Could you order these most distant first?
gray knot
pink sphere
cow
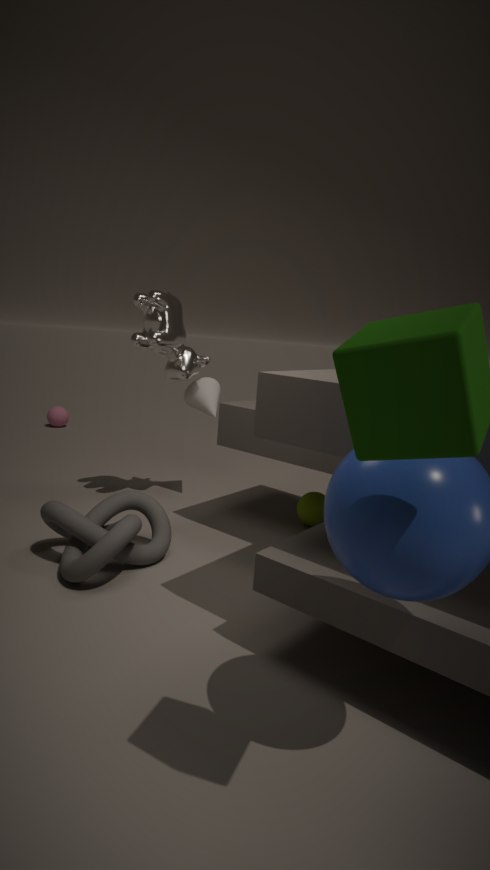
1. pink sphere
2. cow
3. gray knot
